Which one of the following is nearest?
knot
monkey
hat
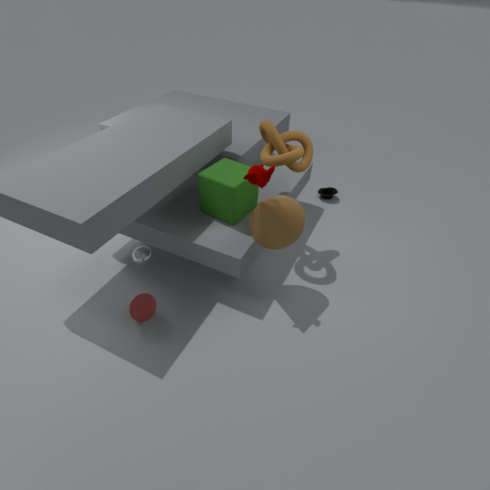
monkey
